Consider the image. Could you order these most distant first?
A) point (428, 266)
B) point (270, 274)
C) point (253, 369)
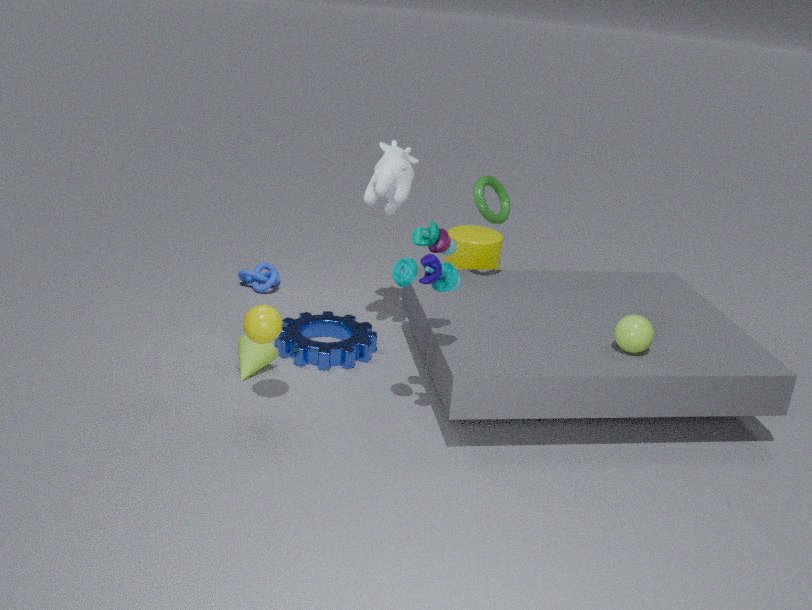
point (270, 274), point (253, 369), point (428, 266)
